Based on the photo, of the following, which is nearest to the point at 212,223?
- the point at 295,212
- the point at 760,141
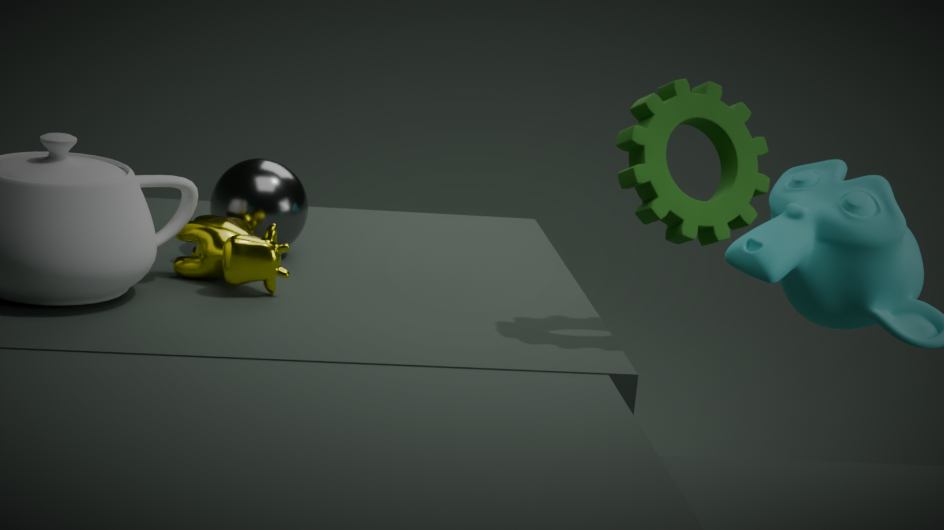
the point at 295,212
